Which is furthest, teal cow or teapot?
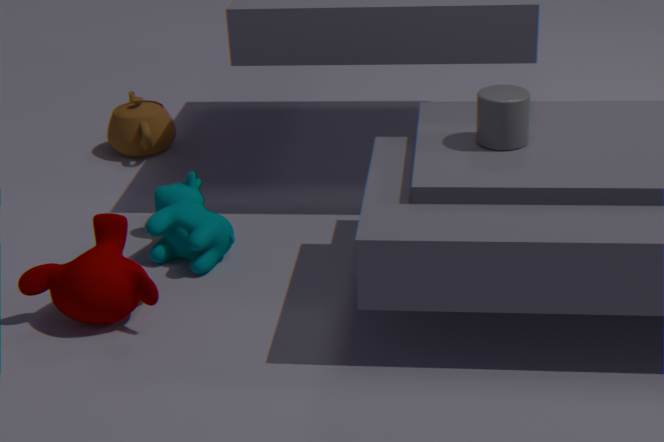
teapot
